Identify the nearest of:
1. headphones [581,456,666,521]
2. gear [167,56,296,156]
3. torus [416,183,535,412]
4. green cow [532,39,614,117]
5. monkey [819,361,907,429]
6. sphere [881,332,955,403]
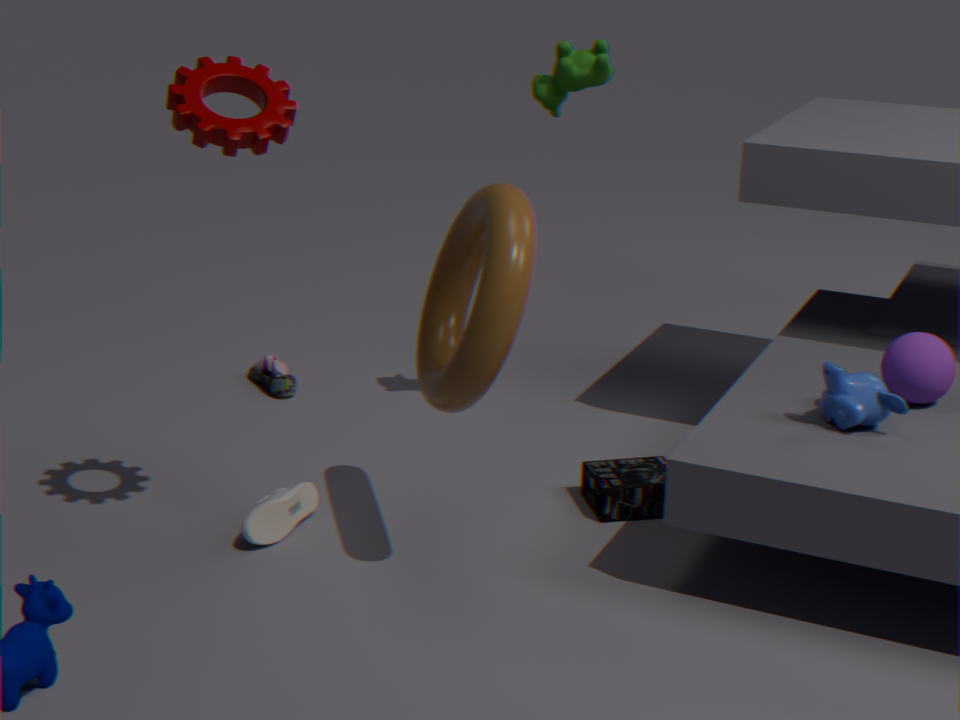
gear [167,56,296,156]
